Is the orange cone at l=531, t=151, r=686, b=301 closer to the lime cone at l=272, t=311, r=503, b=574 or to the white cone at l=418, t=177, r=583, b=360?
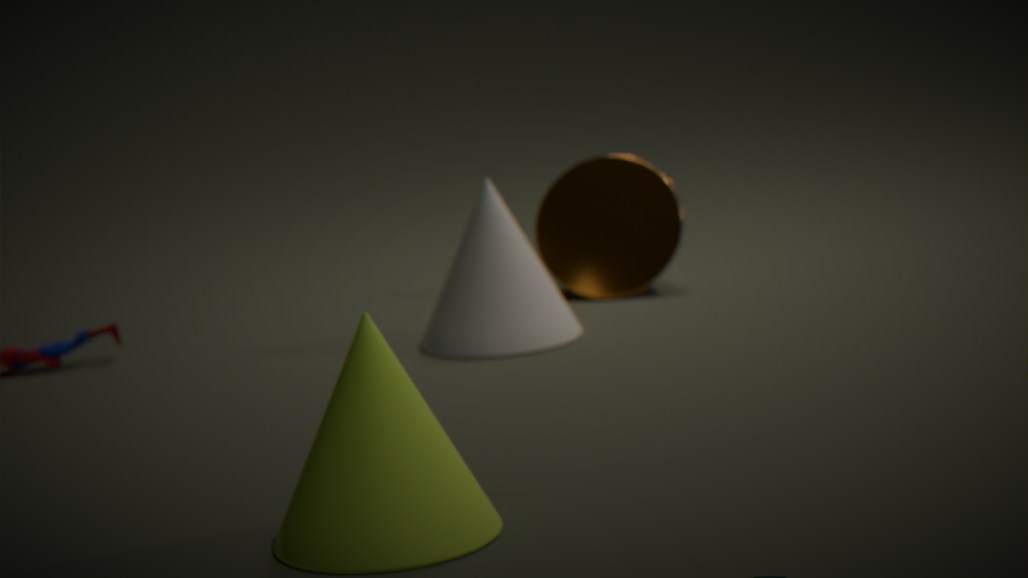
the white cone at l=418, t=177, r=583, b=360
